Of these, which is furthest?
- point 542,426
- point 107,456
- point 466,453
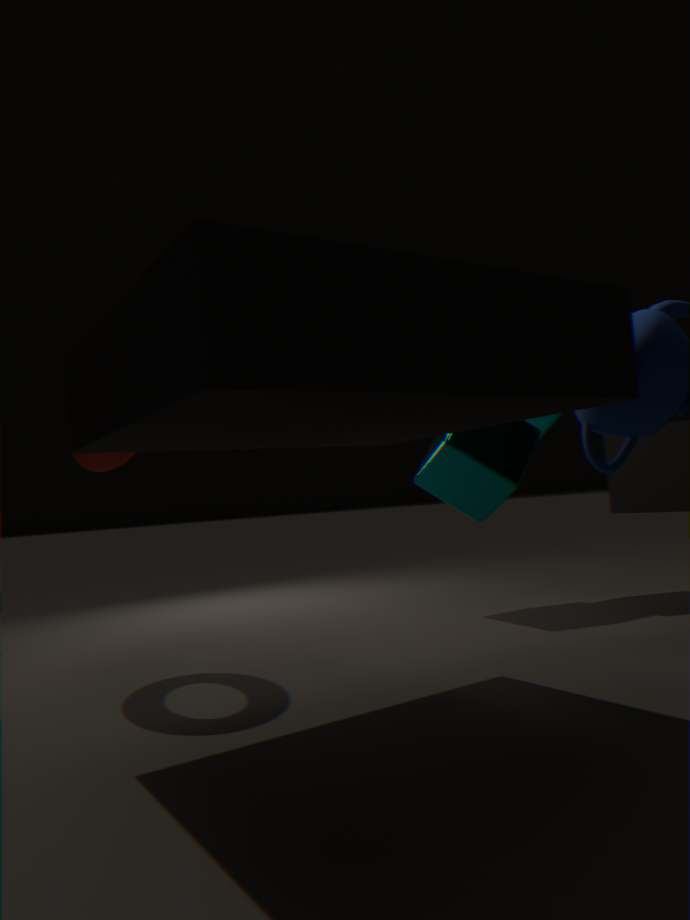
point 542,426
